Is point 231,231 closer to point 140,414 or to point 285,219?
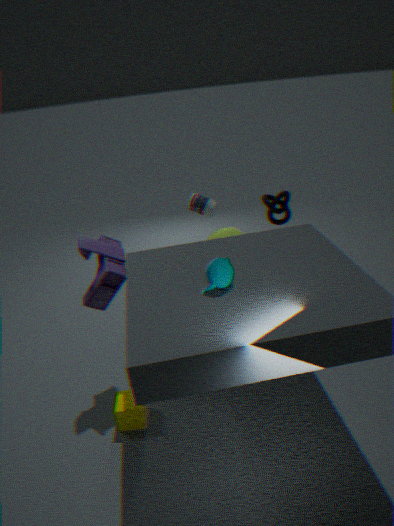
point 285,219
